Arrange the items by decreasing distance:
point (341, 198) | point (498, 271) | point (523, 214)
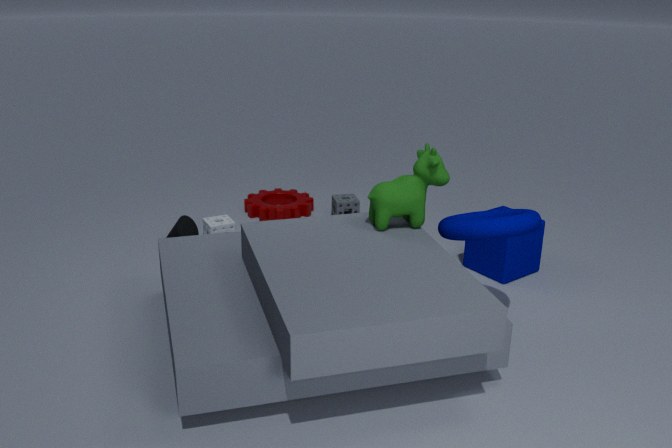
Answer: point (341, 198)
point (498, 271)
point (523, 214)
